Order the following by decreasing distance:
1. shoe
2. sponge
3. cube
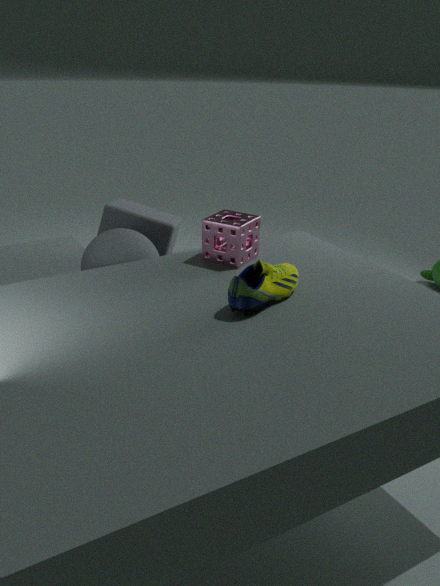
1. cube
2. sponge
3. shoe
